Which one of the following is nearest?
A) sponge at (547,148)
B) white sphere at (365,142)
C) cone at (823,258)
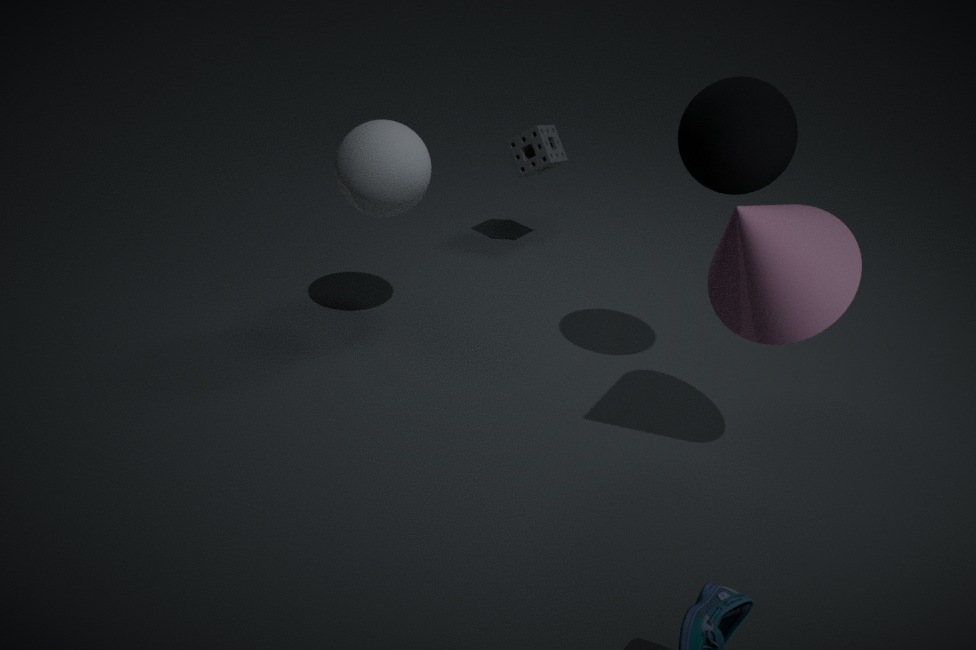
cone at (823,258)
